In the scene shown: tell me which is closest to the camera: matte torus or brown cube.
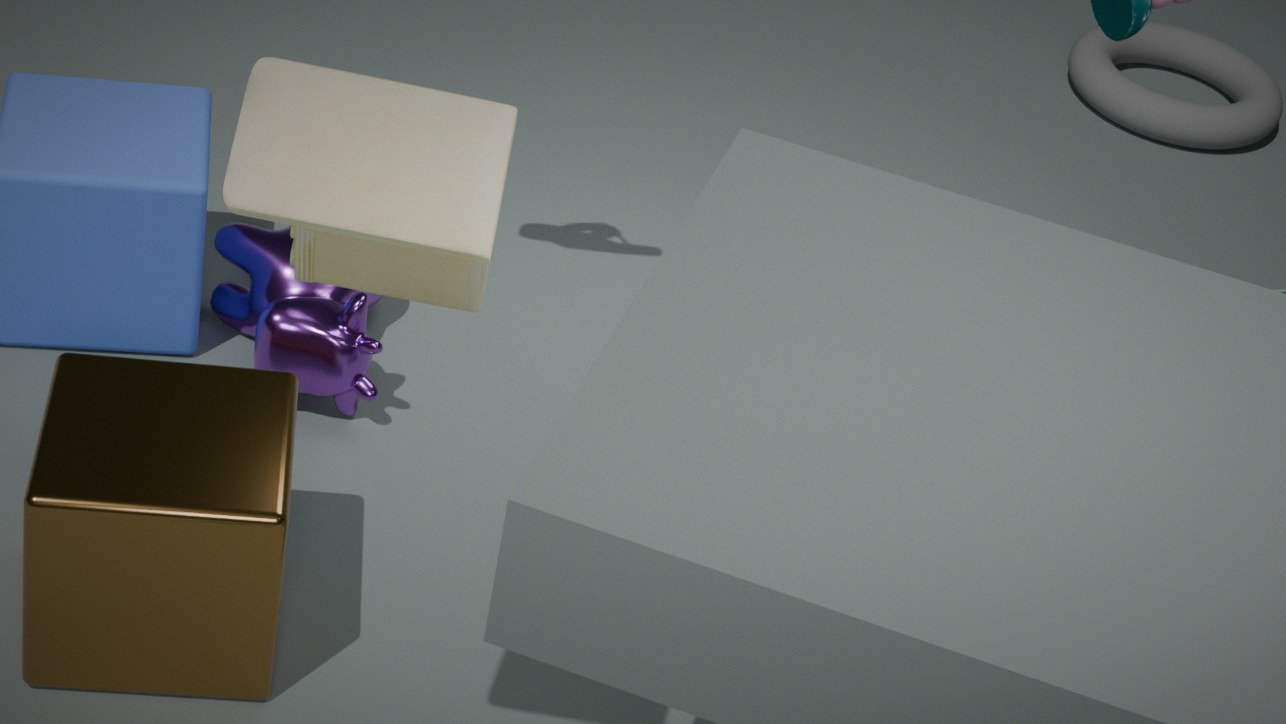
brown cube
